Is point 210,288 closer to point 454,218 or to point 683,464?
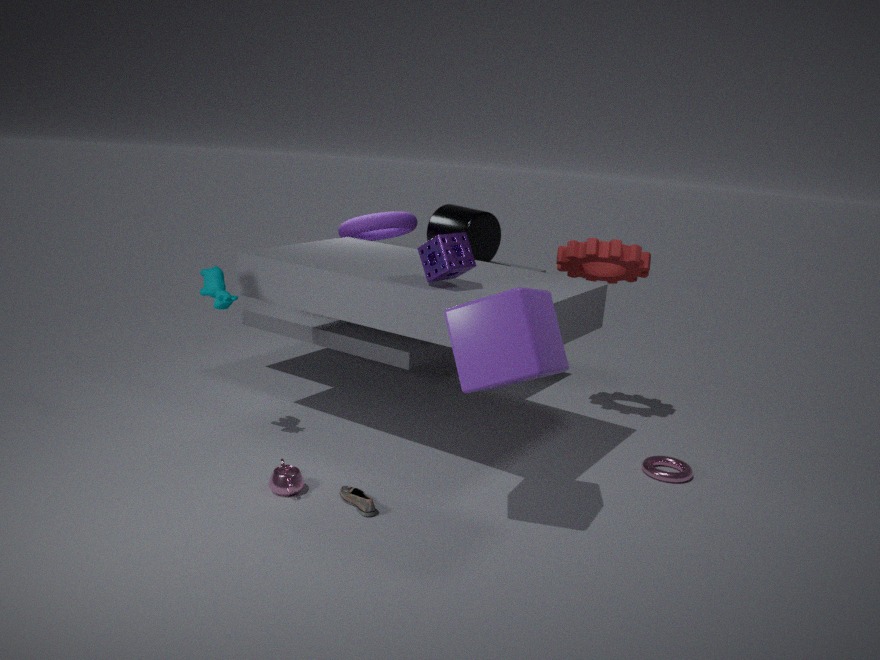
point 454,218
